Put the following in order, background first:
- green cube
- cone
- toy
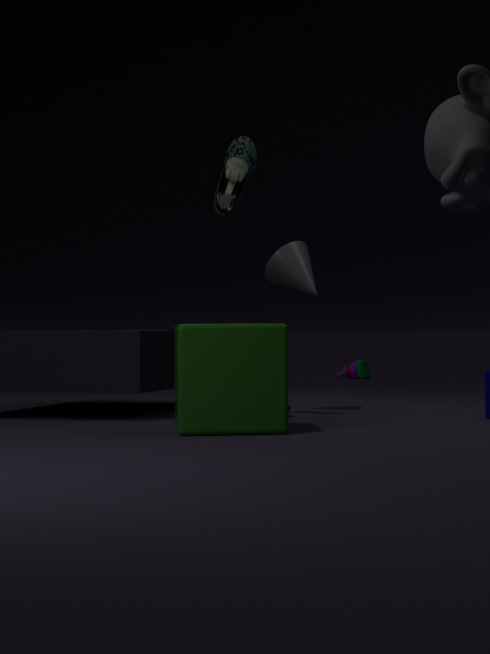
toy < cone < green cube
